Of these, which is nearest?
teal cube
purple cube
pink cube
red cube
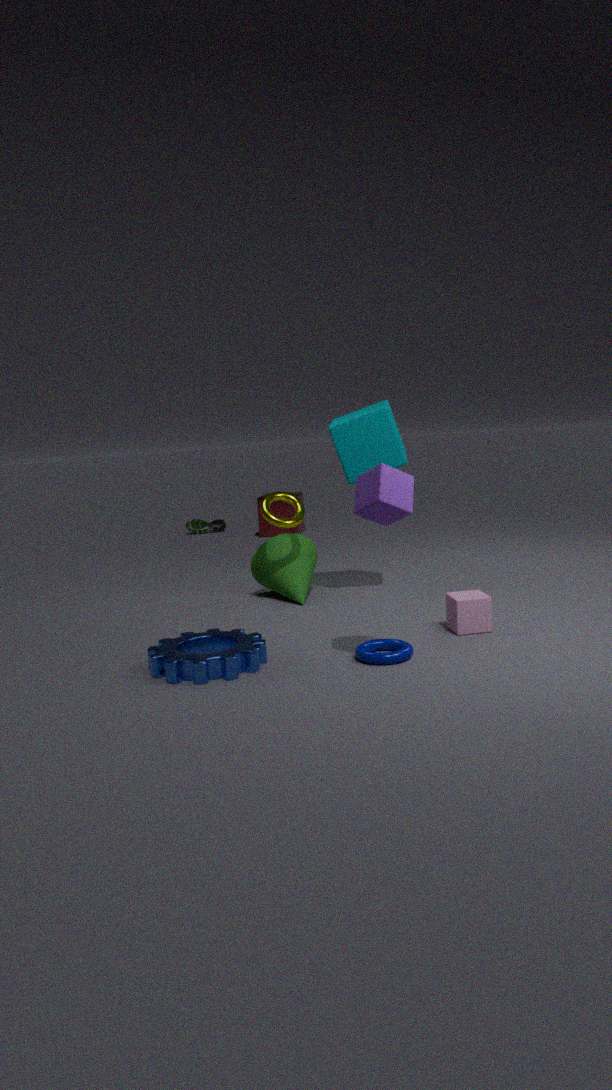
purple cube
